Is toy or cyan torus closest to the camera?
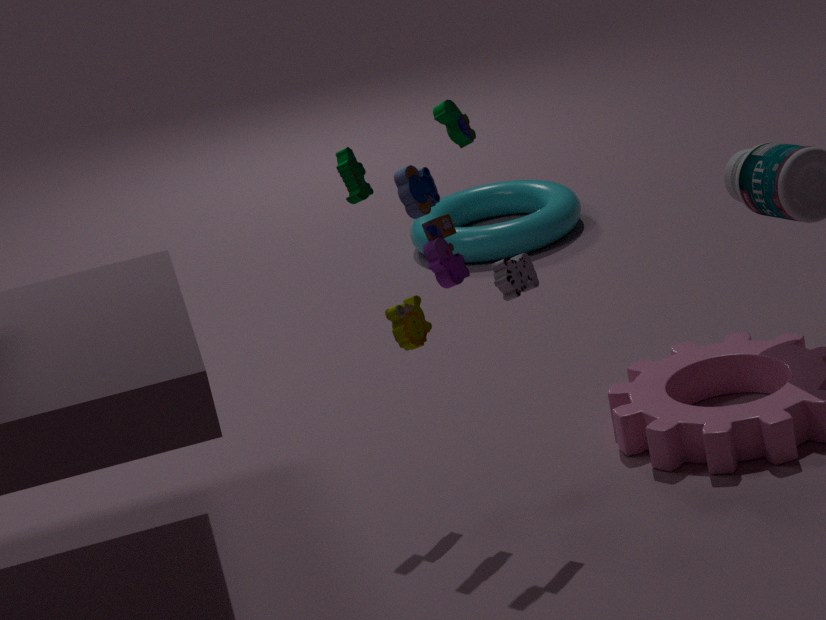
toy
